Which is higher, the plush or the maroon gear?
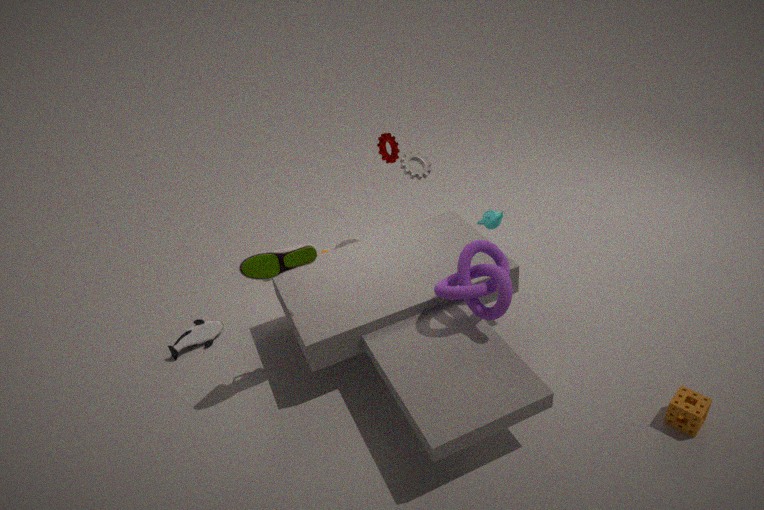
the maroon gear
